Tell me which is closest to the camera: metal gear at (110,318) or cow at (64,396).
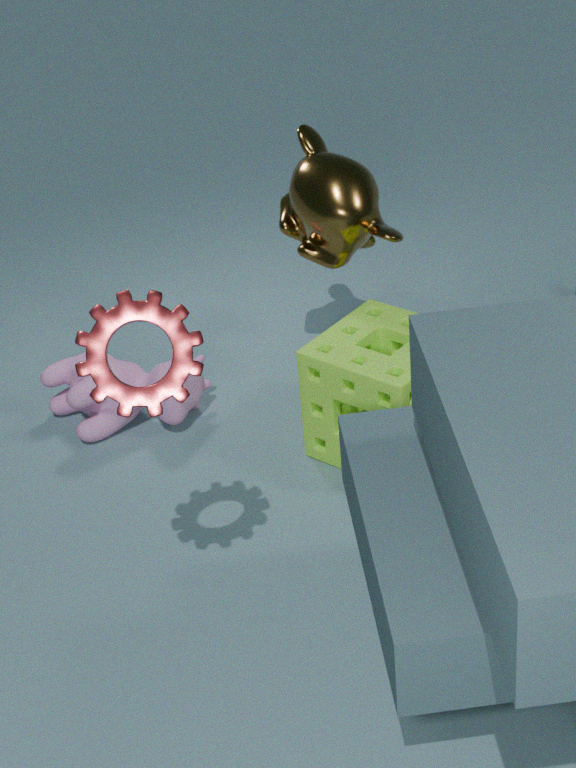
metal gear at (110,318)
